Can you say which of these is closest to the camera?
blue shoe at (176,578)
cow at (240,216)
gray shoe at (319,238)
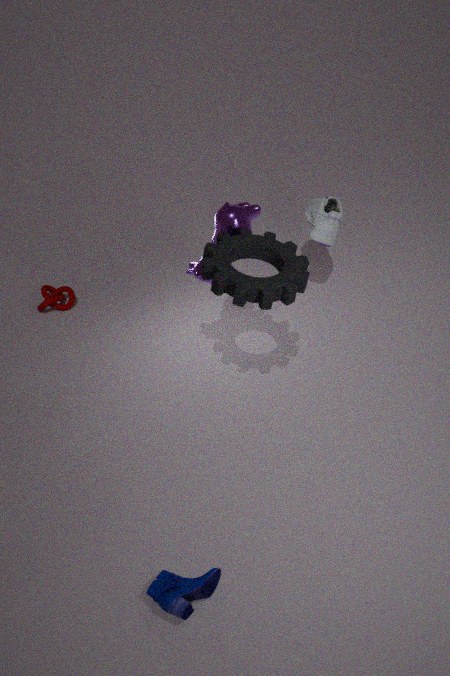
blue shoe at (176,578)
